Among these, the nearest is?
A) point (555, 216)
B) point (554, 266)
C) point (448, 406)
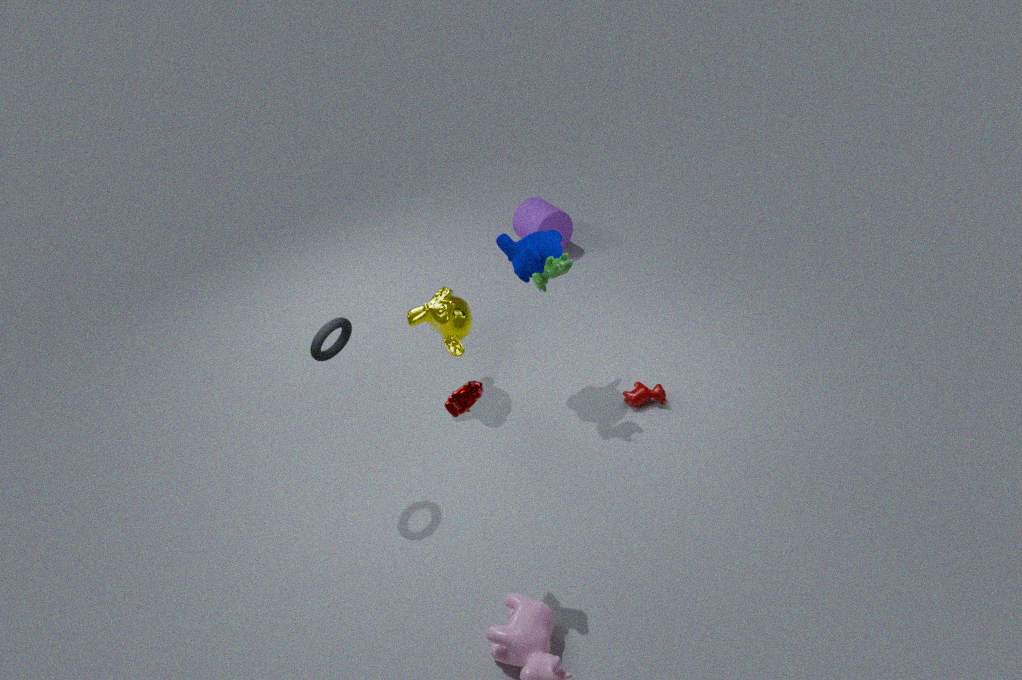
point (448, 406)
